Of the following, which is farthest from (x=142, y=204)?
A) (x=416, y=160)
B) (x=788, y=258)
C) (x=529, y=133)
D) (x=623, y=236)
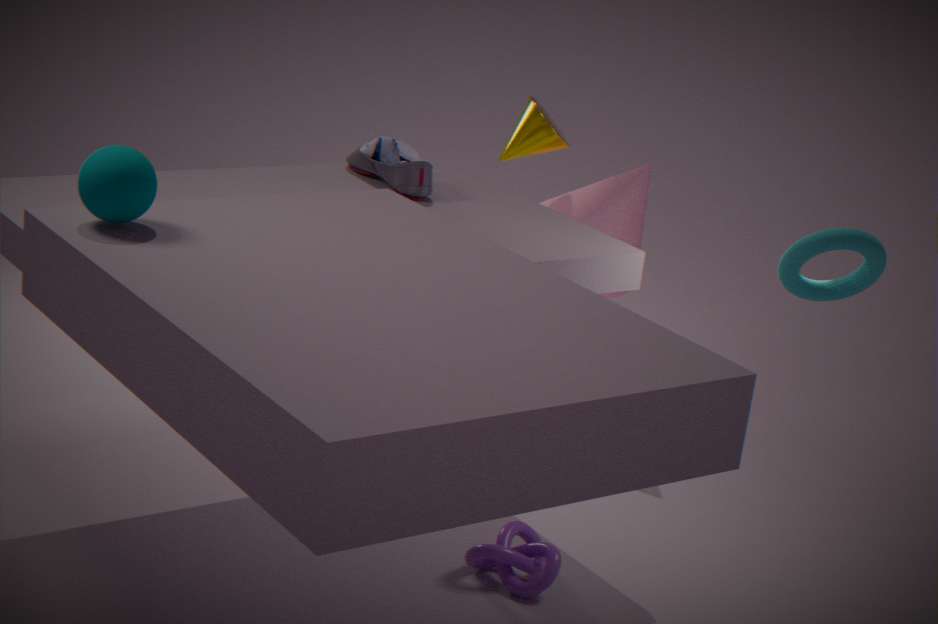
(x=623, y=236)
